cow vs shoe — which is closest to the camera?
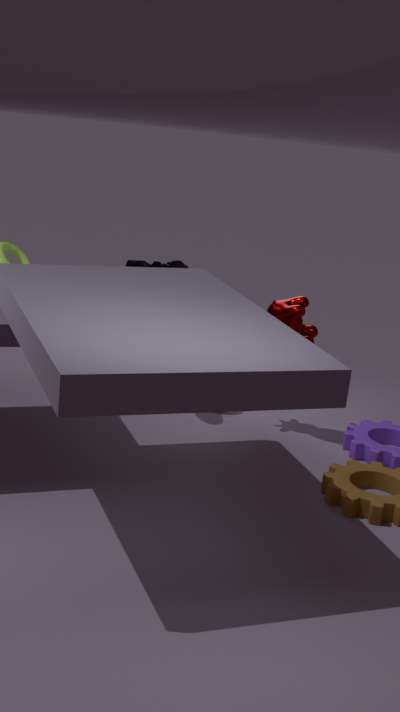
cow
